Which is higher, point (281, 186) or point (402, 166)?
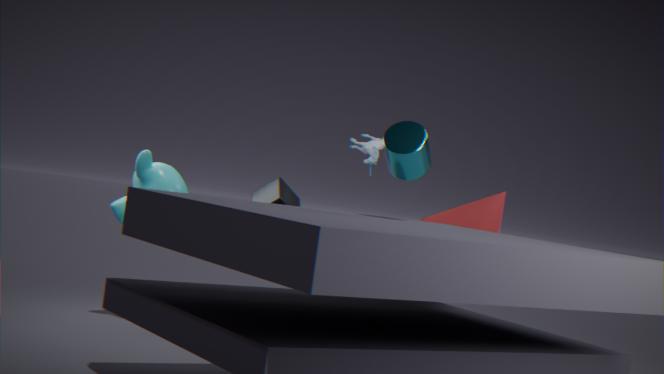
point (402, 166)
